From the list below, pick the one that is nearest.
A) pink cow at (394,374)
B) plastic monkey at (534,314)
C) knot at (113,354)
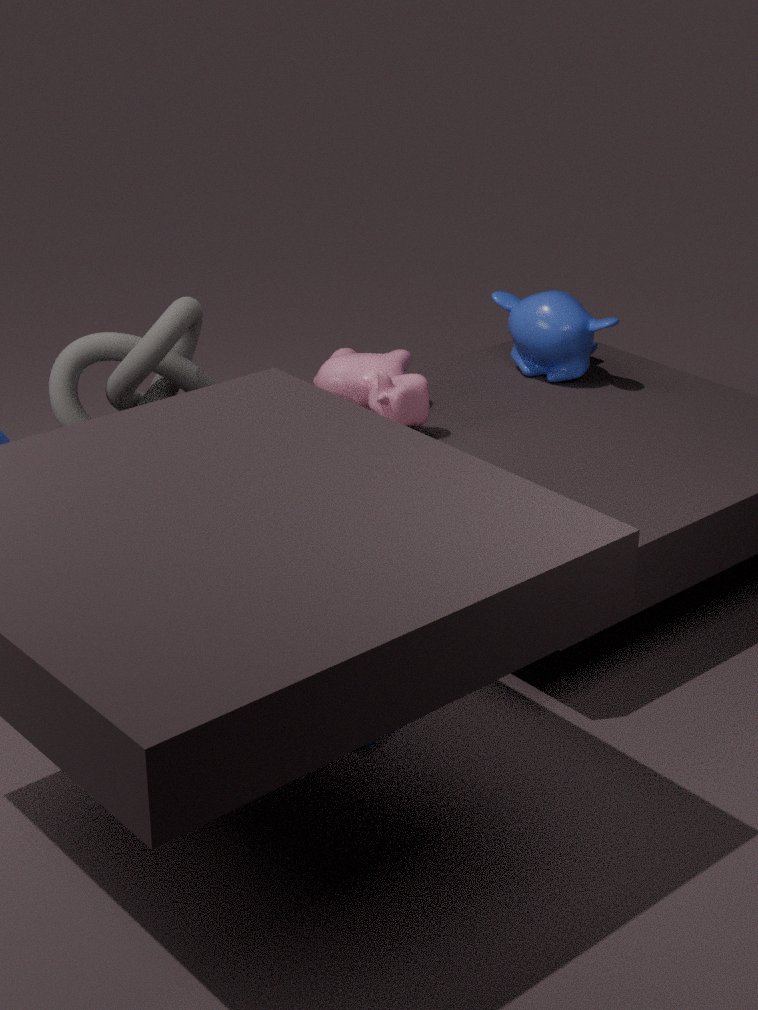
knot at (113,354)
